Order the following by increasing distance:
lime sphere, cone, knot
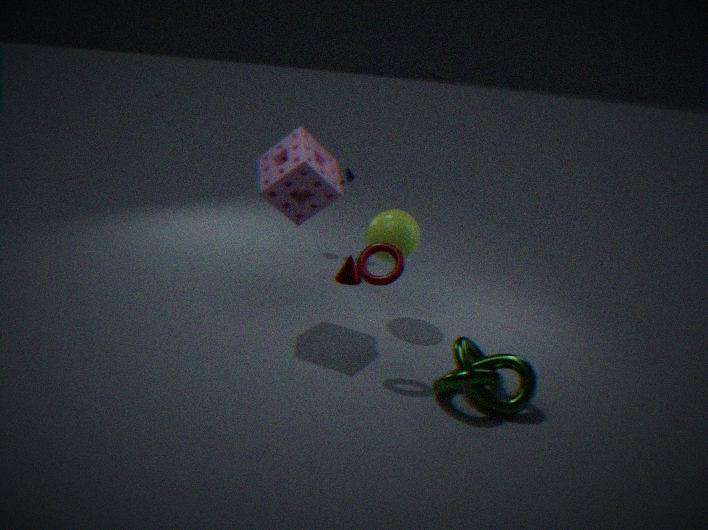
knot, lime sphere, cone
